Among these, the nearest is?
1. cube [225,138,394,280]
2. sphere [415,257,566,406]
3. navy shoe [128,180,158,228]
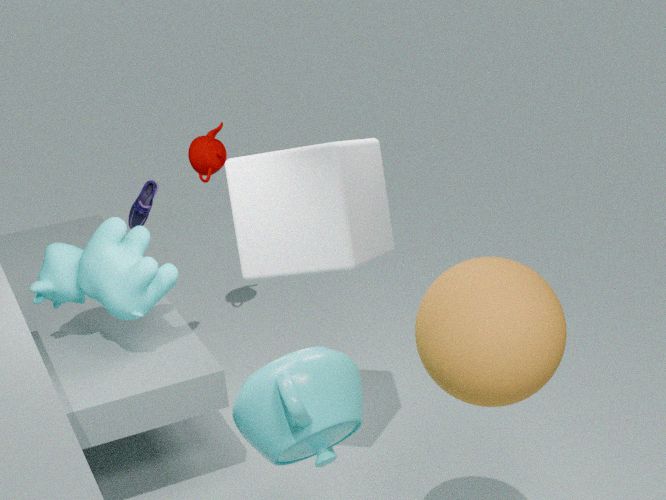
sphere [415,257,566,406]
